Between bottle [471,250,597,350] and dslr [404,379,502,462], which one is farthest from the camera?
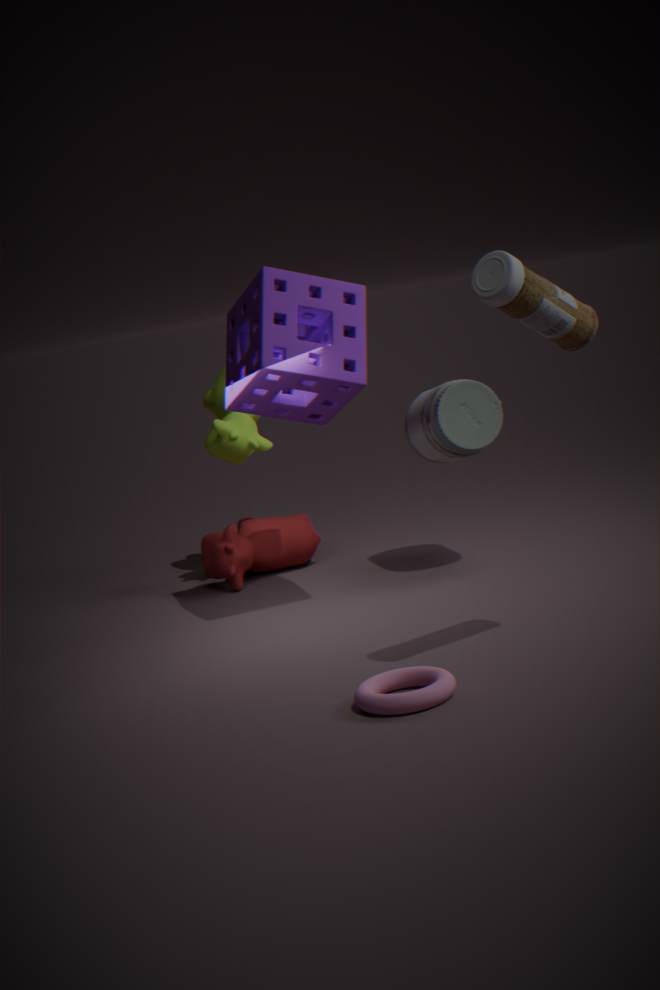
dslr [404,379,502,462]
